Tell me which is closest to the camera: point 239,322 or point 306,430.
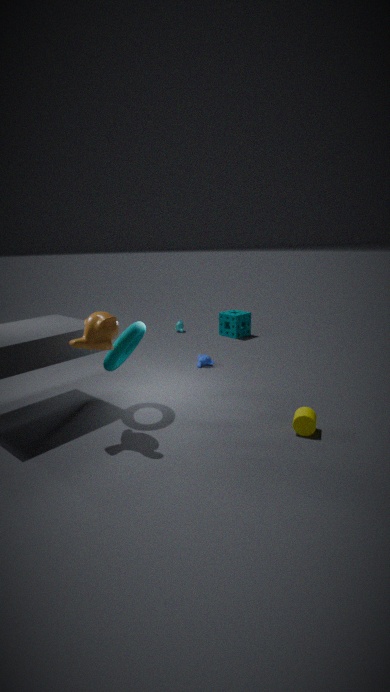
point 306,430
